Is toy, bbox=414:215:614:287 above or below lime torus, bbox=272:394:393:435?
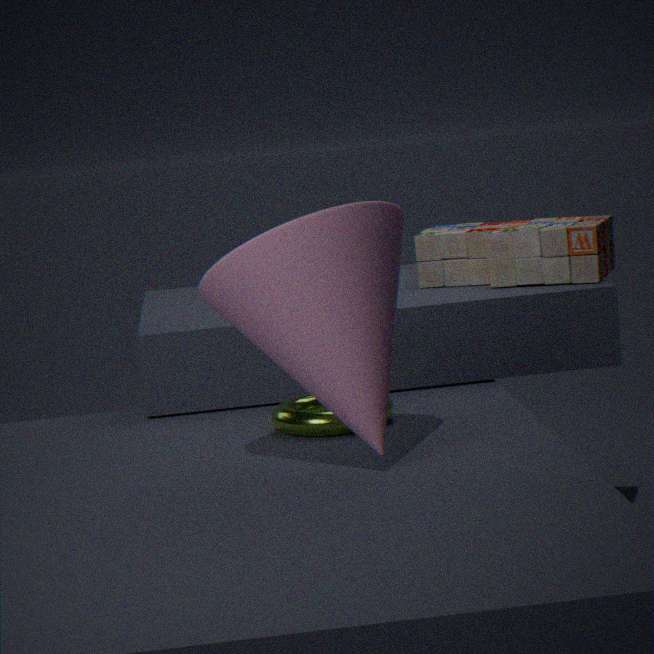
above
